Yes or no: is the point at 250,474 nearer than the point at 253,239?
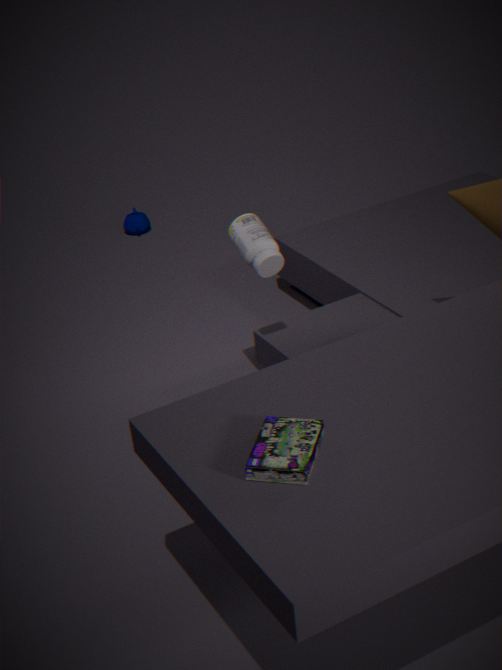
Yes
